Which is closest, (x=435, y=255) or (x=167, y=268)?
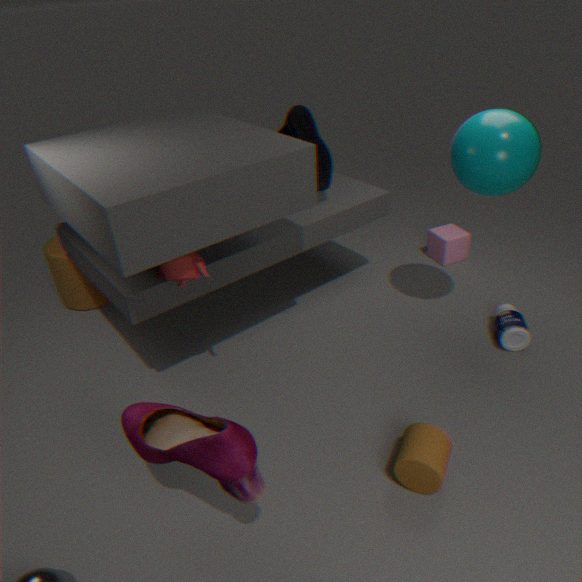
(x=167, y=268)
